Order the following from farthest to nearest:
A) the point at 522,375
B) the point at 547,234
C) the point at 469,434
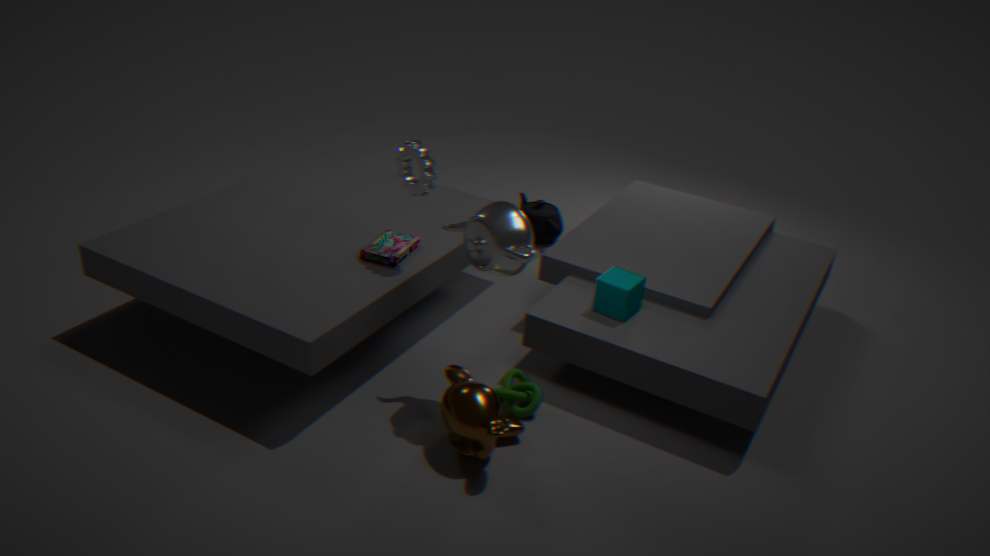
the point at 547,234 → the point at 522,375 → the point at 469,434
